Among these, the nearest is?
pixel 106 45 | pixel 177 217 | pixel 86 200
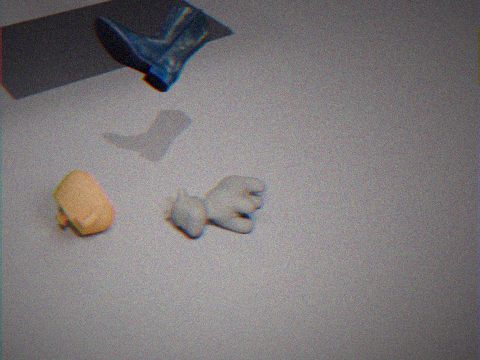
pixel 106 45
